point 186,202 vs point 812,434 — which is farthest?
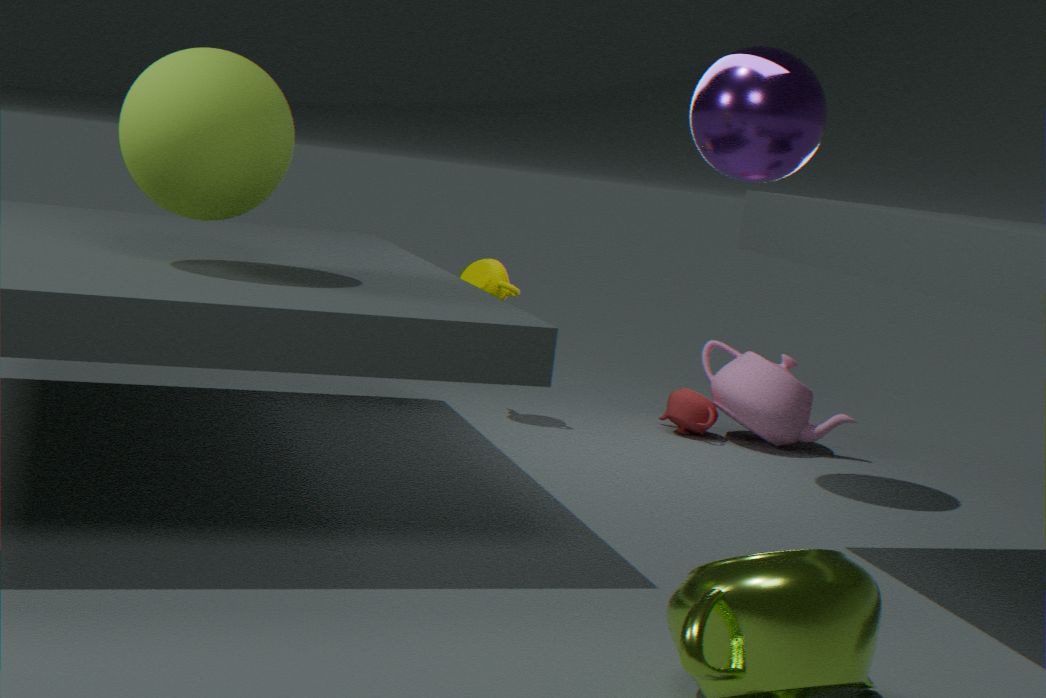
point 812,434
